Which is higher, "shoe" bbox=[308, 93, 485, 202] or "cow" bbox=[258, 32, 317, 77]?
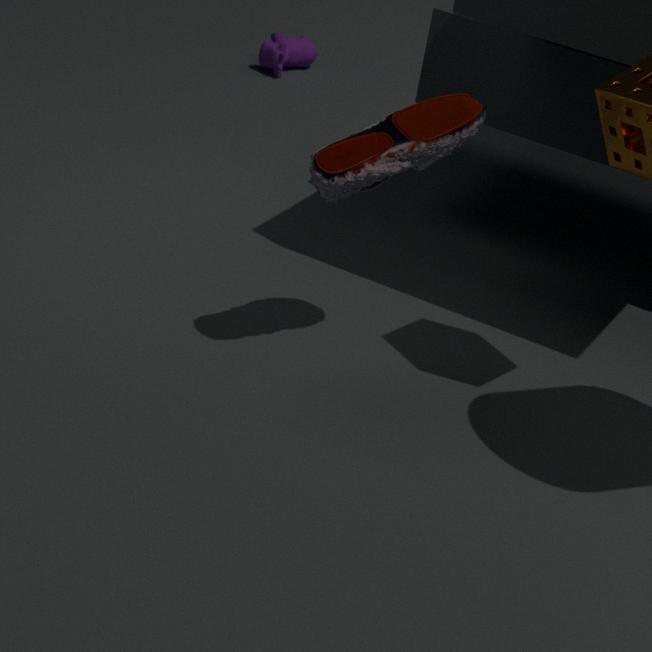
"shoe" bbox=[308, 93, 485, 202]
